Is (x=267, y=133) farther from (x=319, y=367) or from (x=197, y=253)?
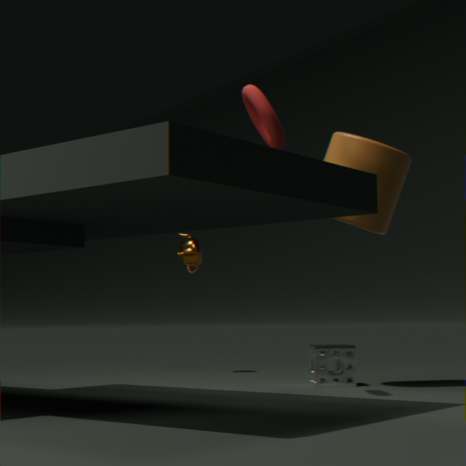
(x=197, y=253)
